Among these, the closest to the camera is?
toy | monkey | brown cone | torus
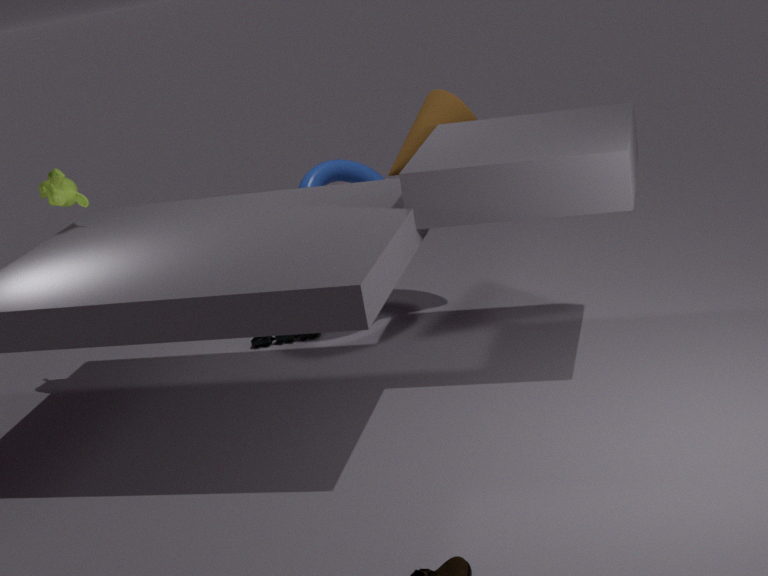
monkey
